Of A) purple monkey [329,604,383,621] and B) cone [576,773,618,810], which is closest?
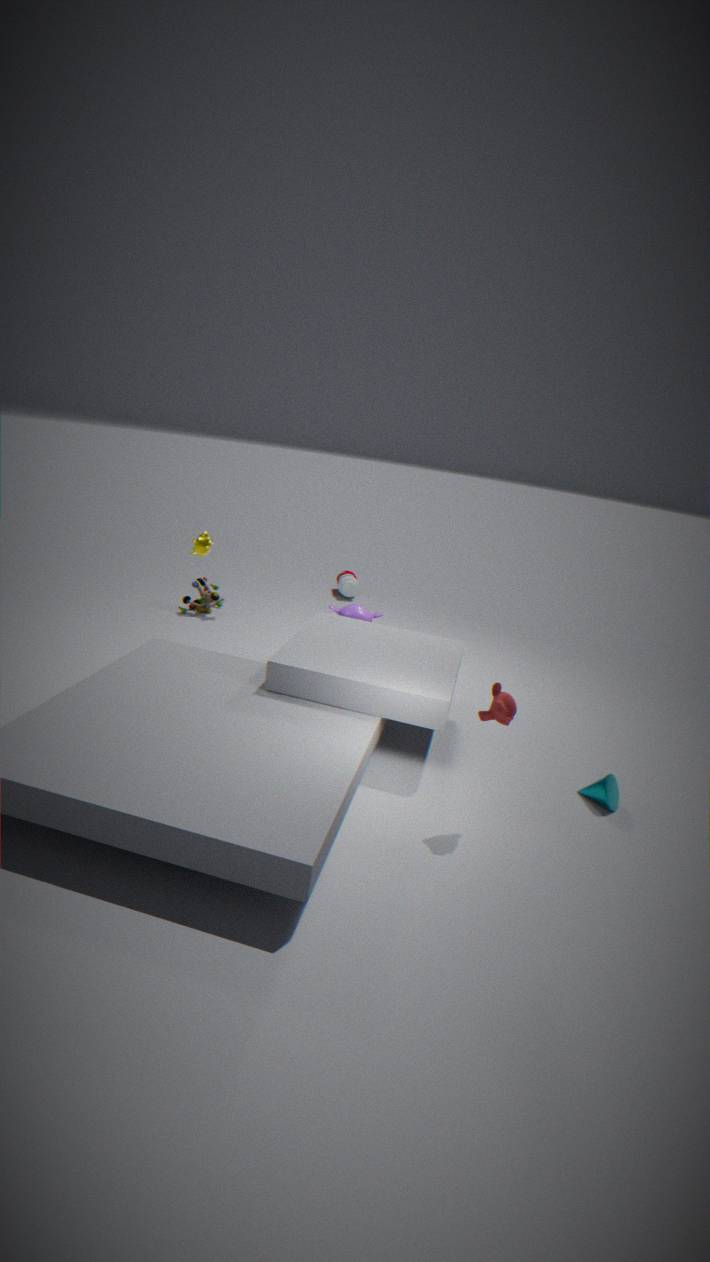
B. cone [576,773,618,810]
